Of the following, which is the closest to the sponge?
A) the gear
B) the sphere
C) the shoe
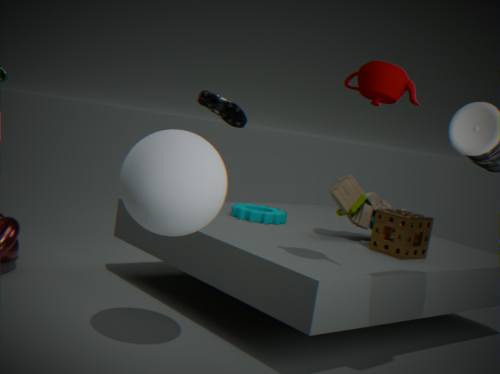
the gear
